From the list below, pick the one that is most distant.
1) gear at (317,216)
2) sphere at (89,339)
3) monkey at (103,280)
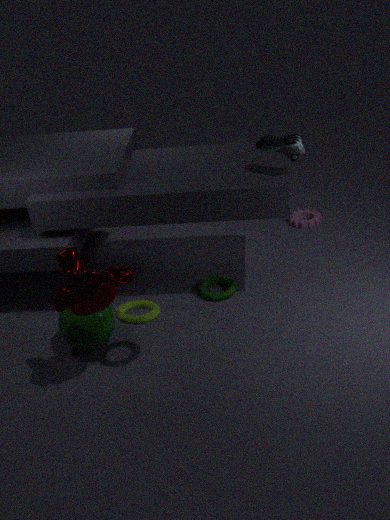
1. gear at (317,216)
